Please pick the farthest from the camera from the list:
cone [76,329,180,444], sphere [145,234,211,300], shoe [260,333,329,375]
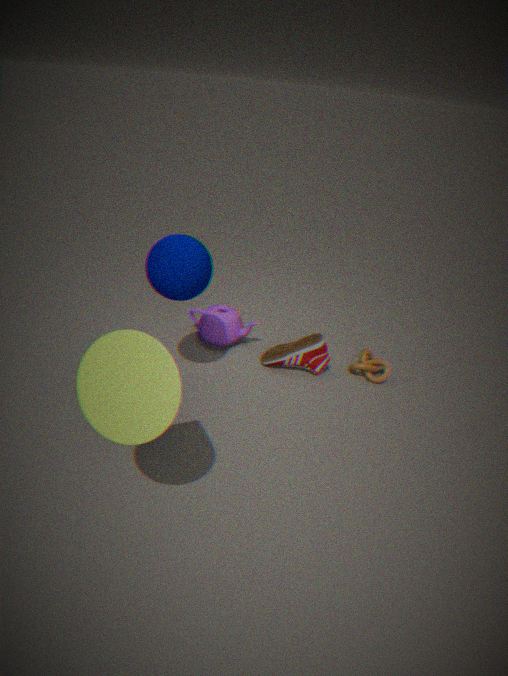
→ shoe [260,333,329,375]
